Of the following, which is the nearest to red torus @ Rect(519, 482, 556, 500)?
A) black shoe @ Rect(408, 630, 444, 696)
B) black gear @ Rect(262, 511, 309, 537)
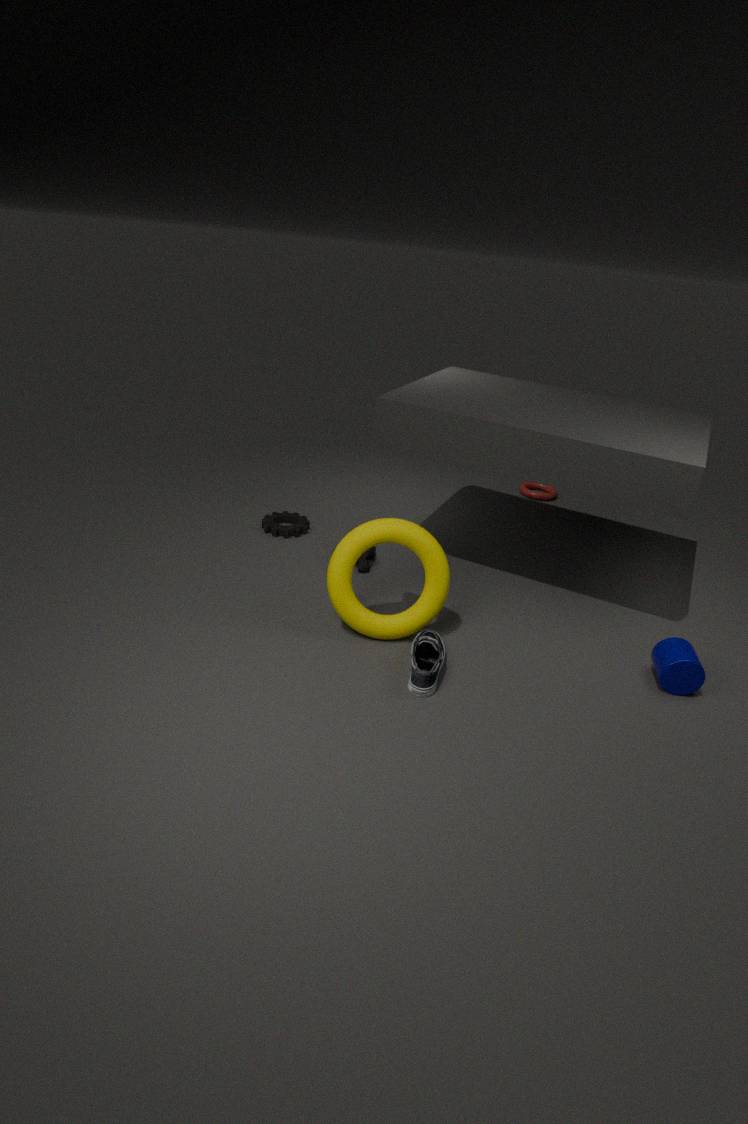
black gear @ Rect(262, 511, 309, 537)
